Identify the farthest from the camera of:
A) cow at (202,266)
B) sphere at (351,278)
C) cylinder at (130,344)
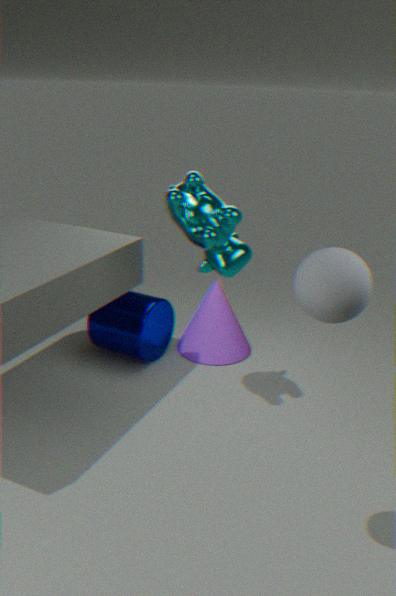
C. cylinder at (130,344)
